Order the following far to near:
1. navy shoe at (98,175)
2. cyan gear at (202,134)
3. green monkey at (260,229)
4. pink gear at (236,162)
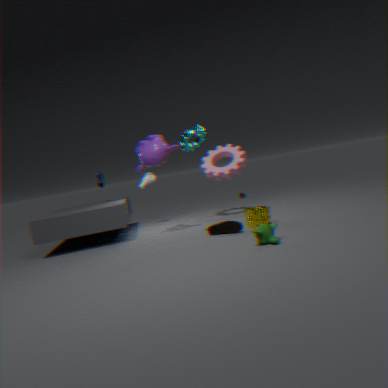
navy shoe at (98,175) → pink gear at (236,162) → cyan gear at (202,134) → green monkey at (260,229)
